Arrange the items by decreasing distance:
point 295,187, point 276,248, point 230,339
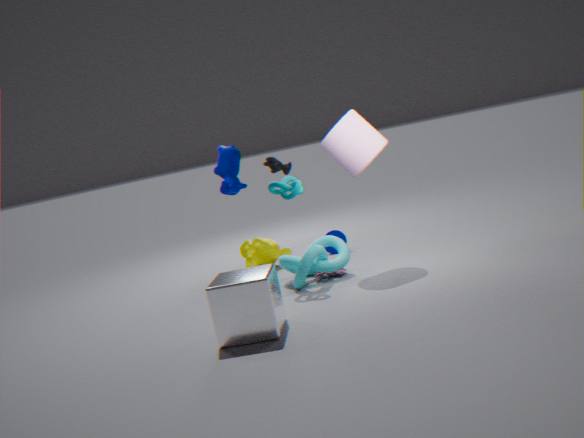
point 276,248
point 295,187
point 230,339
